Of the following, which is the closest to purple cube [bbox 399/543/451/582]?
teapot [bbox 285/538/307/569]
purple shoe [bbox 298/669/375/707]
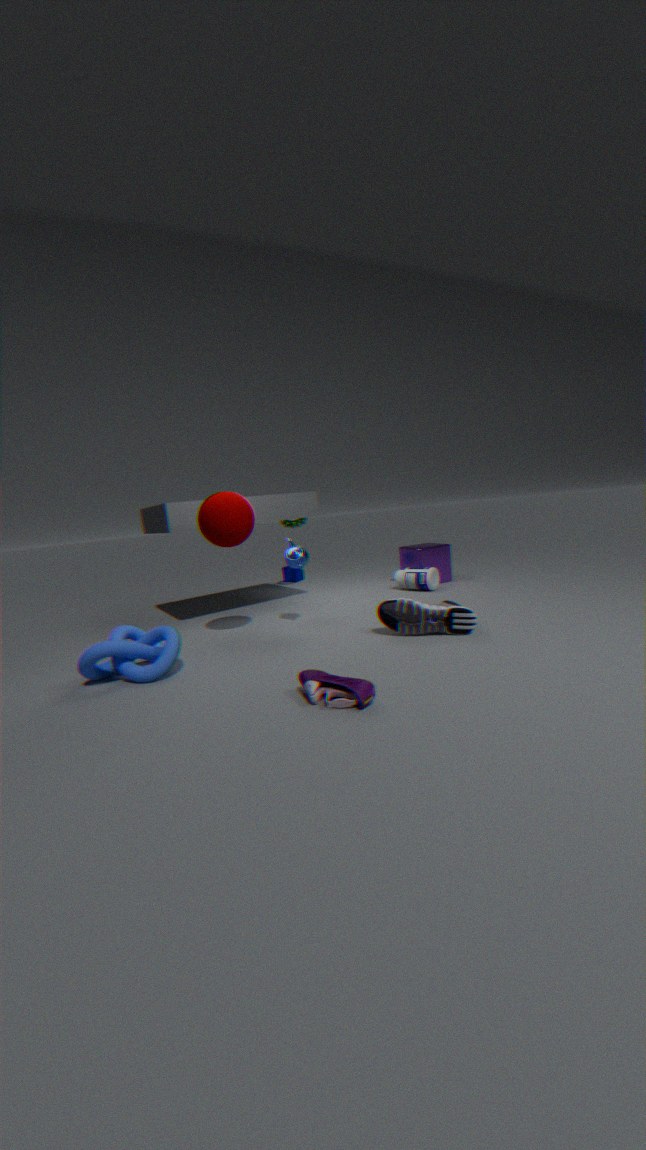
teapot [bbox 285/538/307/569]
